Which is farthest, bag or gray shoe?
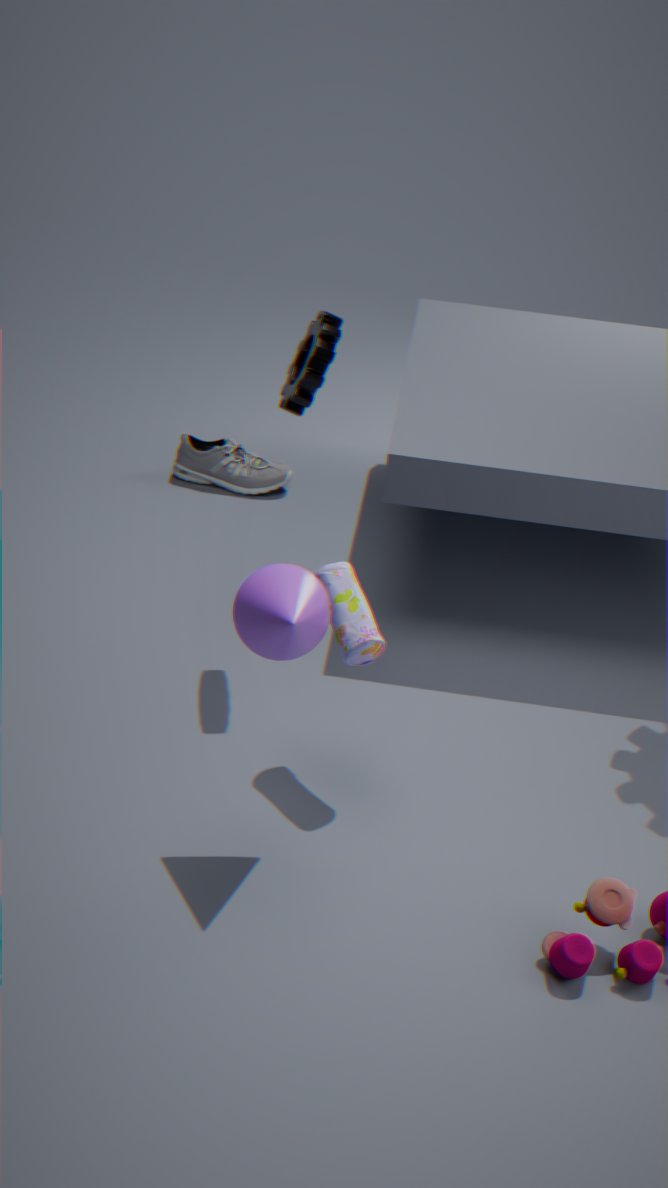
gray shoe
